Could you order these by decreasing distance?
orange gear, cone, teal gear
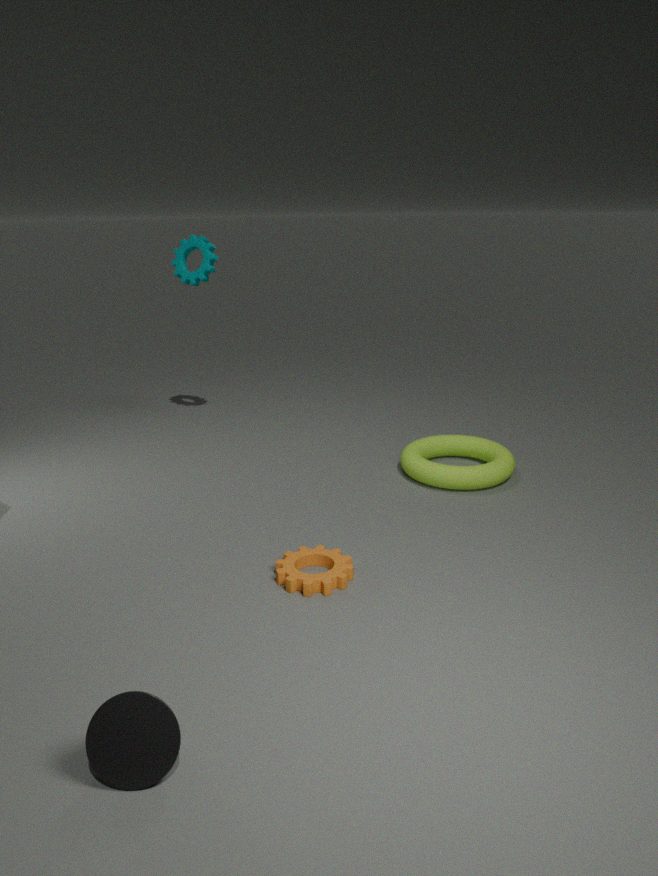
1. teal gear
2. orange gear
3. cone
